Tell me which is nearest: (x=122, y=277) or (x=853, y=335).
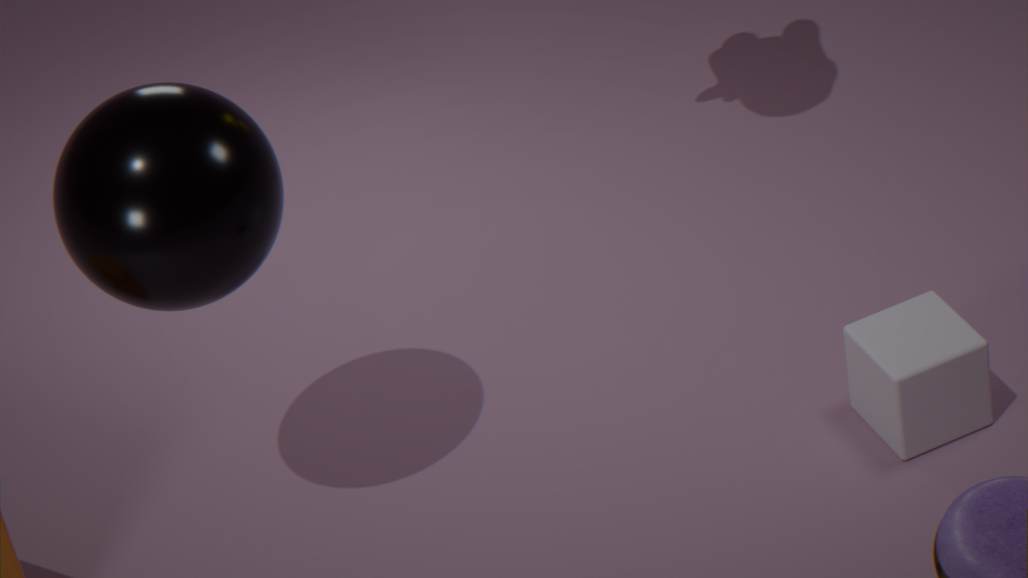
(x=122, y=277)
